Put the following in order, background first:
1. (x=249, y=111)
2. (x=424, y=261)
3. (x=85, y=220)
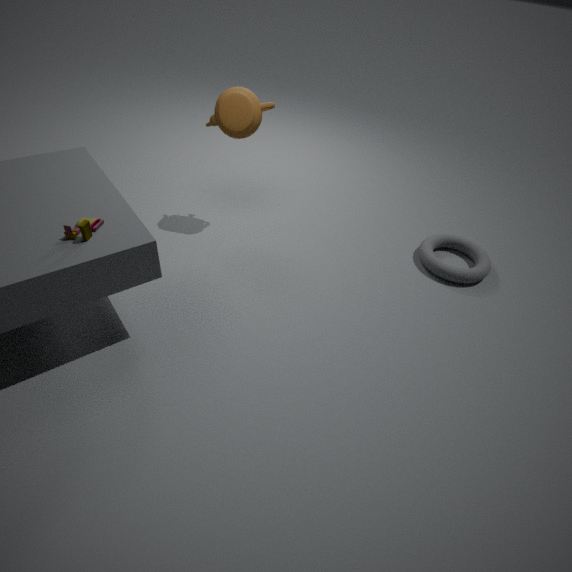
(x=424, y=261), (x=249, y=111), (x=85, y=220)
